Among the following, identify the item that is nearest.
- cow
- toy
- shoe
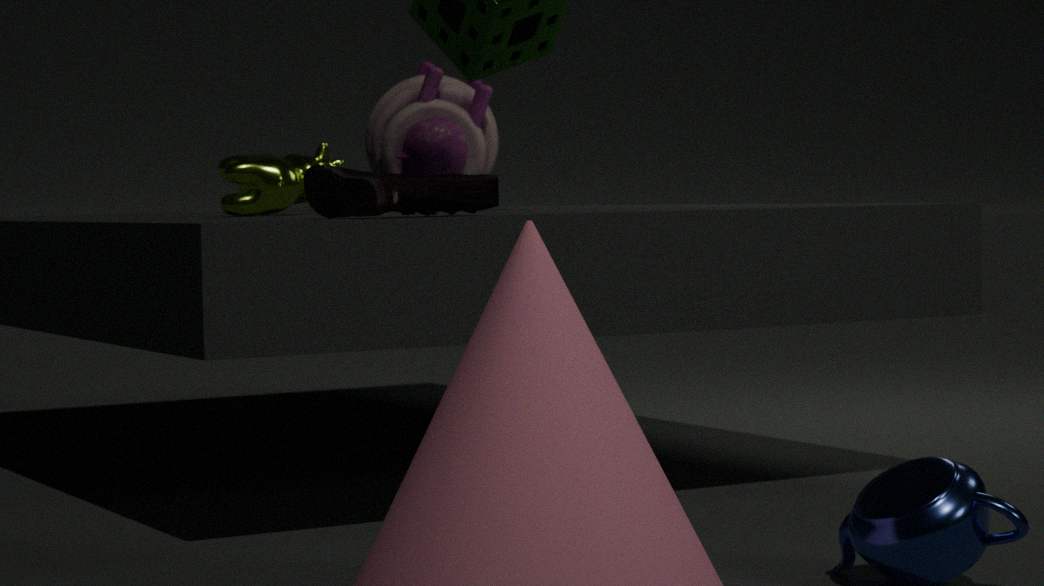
shoe
